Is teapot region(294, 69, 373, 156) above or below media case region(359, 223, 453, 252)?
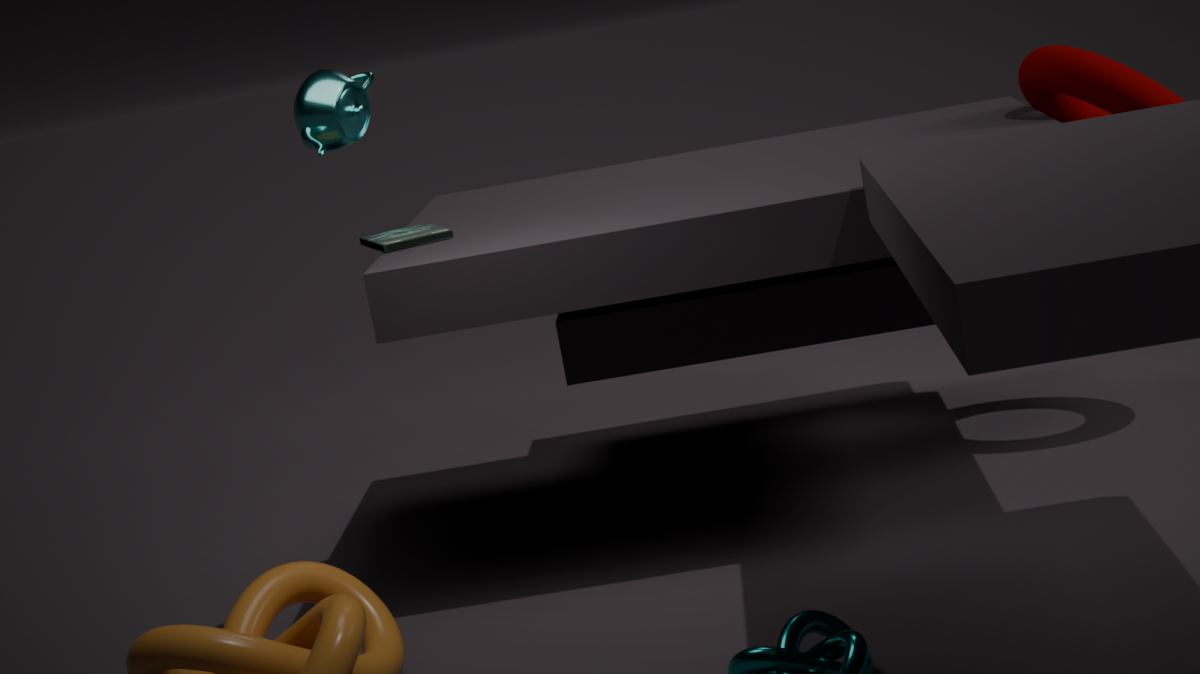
above
